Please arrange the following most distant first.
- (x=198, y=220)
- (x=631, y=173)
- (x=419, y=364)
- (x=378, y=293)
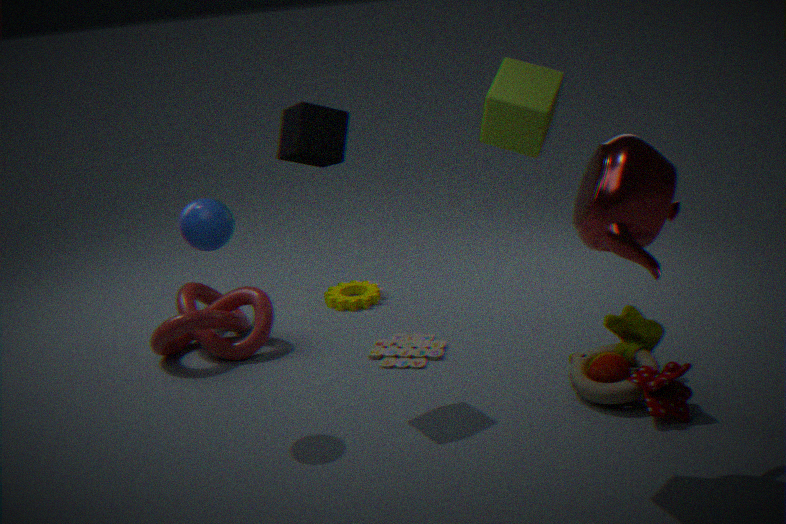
1. (x=378, y=293)
2. (x=419, y=364)
3. (x=198, y=220)
4. (x=631, y=173)
